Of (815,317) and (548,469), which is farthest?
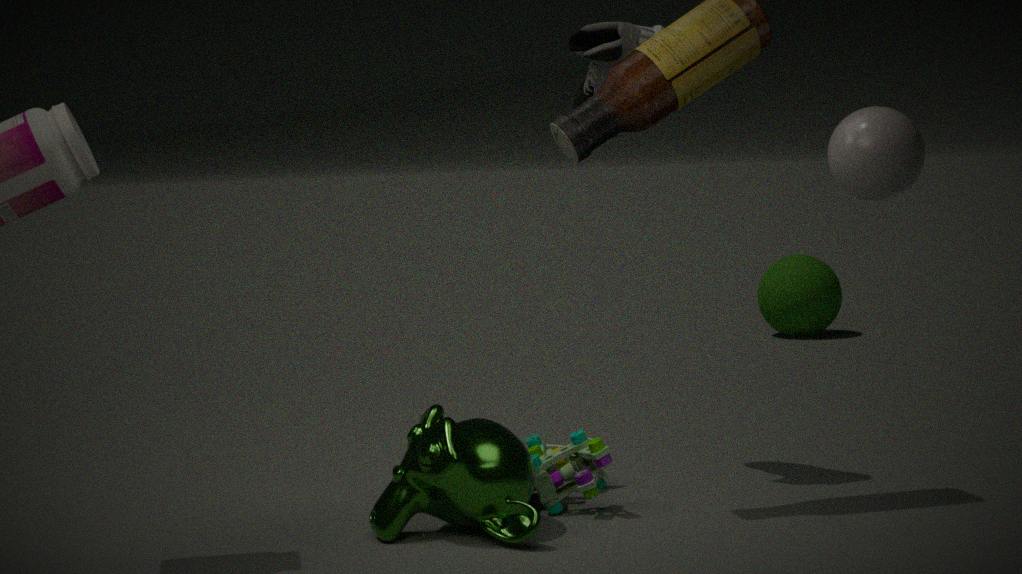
(815,317)
